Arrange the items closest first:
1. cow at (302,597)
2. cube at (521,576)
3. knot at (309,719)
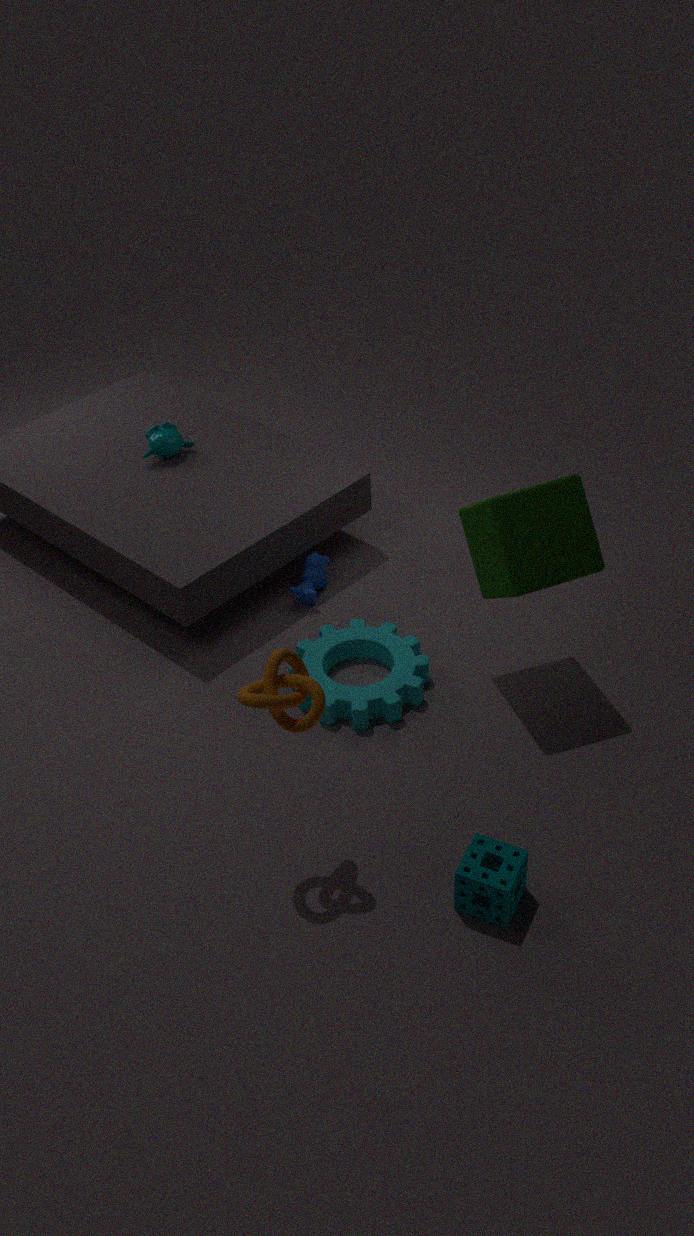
knot at (309,719), cube at (521,576), cow at (302,597)
